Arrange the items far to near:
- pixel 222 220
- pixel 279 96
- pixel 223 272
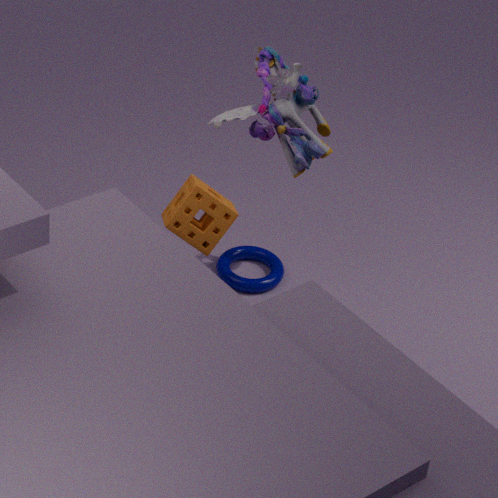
pixel 223 272
pixel 279 96
pixel 222 220
